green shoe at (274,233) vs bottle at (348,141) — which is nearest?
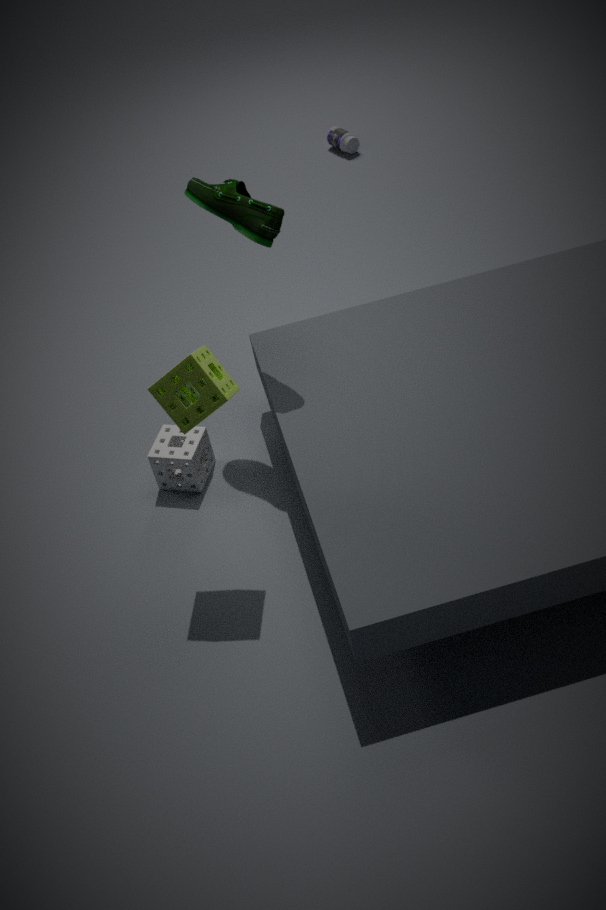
green shoe at (274,233)
